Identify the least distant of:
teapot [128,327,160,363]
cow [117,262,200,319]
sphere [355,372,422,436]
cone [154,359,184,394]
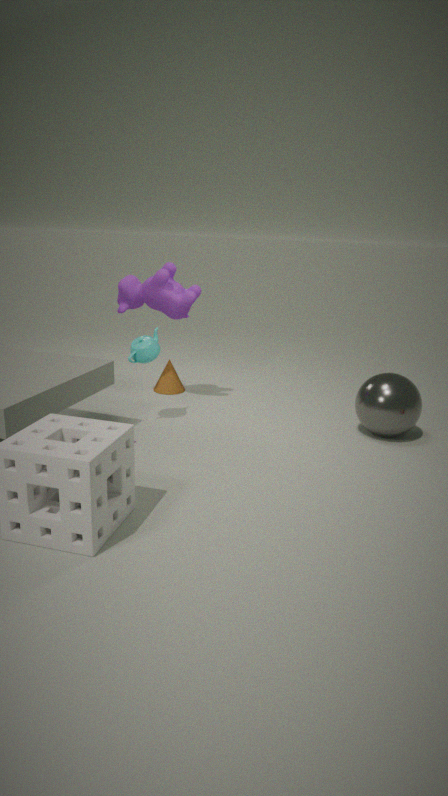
sphere [355,372,422,436]
